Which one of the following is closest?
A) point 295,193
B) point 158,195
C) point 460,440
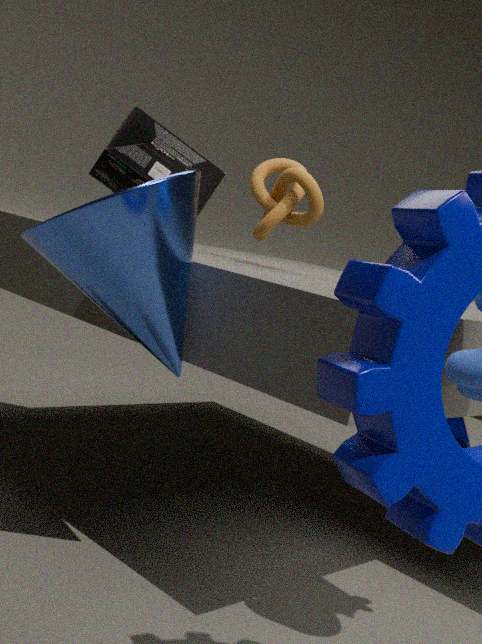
point 158,195
